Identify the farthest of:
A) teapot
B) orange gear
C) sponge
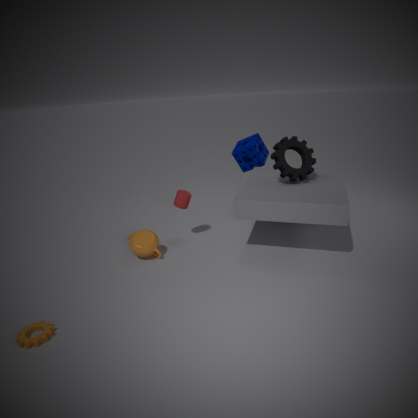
sponge
